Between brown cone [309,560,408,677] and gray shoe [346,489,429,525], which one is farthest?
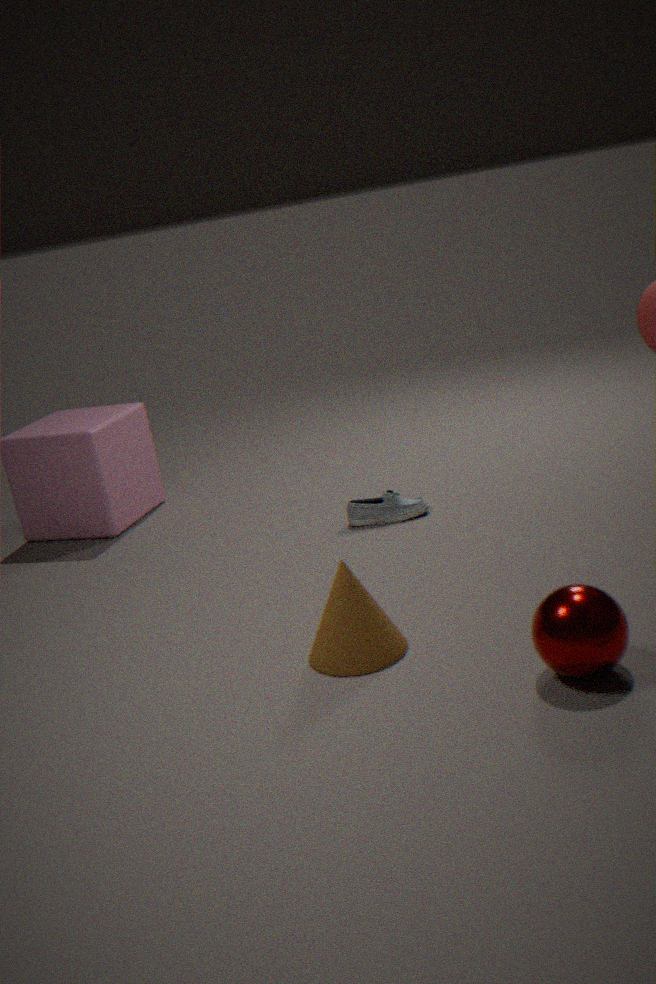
gray shoe [346,489,429,525]
